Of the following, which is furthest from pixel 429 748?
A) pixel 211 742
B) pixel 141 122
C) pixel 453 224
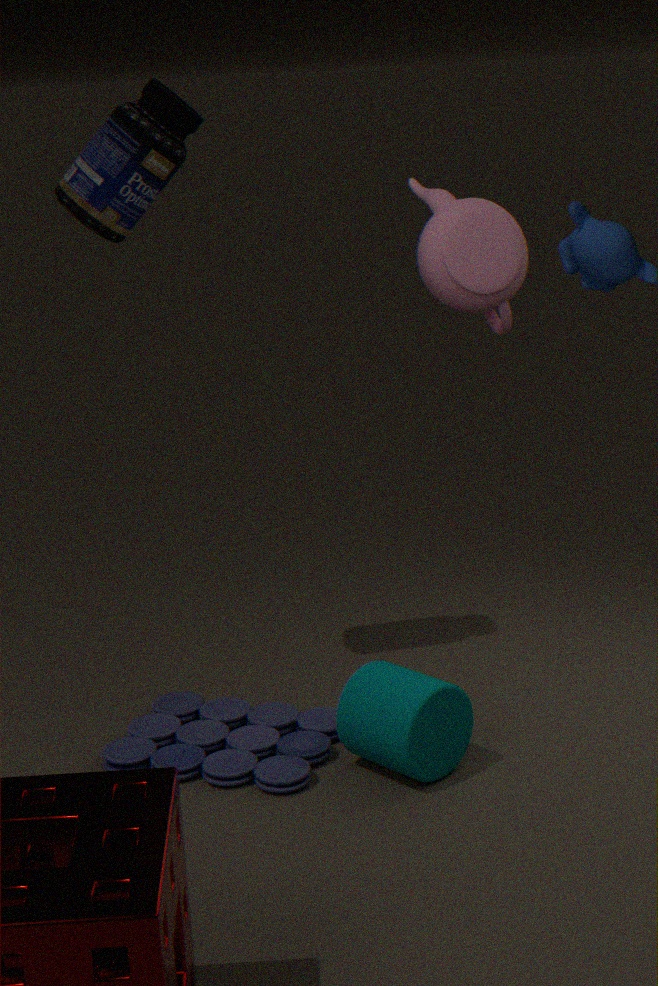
pixel 141 122
